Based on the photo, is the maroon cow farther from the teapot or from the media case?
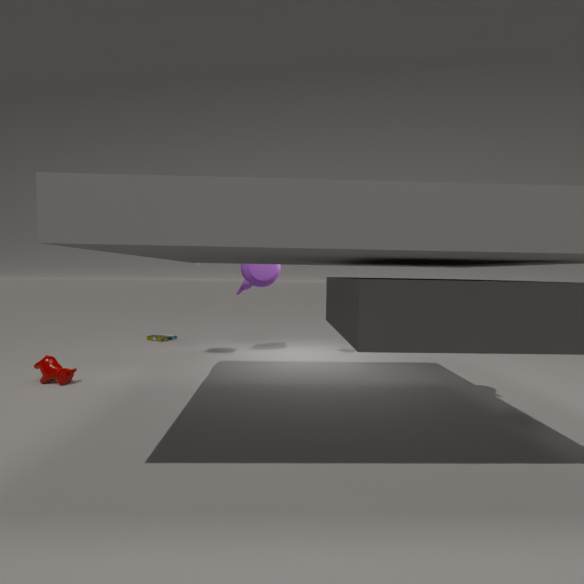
the media case
